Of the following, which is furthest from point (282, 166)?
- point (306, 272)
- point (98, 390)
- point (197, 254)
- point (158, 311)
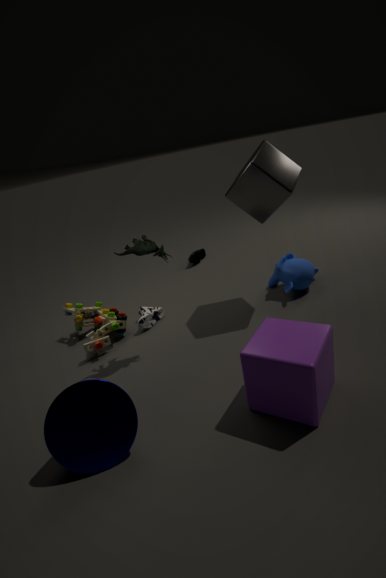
point (98, 390)
